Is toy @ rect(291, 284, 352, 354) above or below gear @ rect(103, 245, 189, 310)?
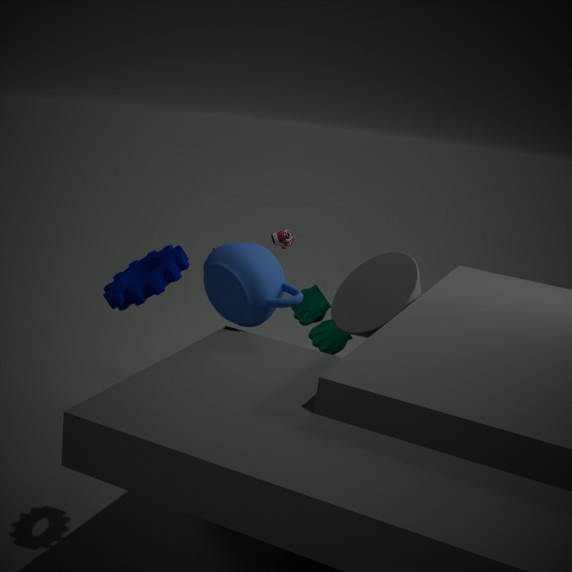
below
